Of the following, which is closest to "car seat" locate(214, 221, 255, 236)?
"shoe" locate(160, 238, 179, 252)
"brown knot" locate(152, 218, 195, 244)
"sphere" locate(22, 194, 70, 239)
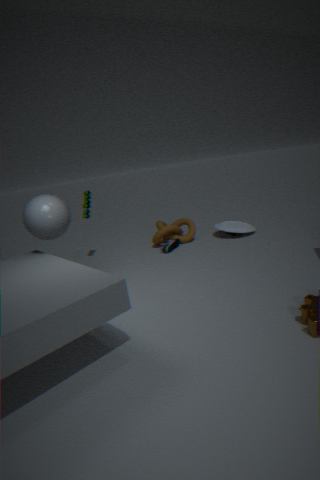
"brown knot" locate(152, 218, 195, 244)
